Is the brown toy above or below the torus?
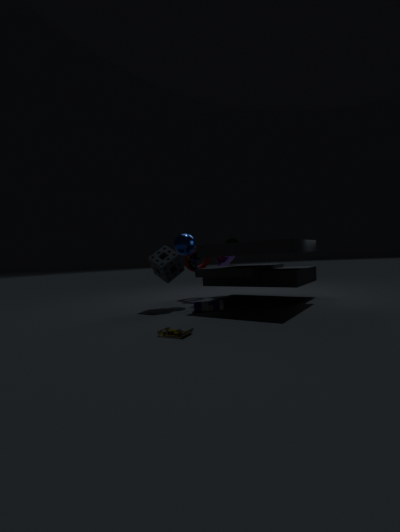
below
